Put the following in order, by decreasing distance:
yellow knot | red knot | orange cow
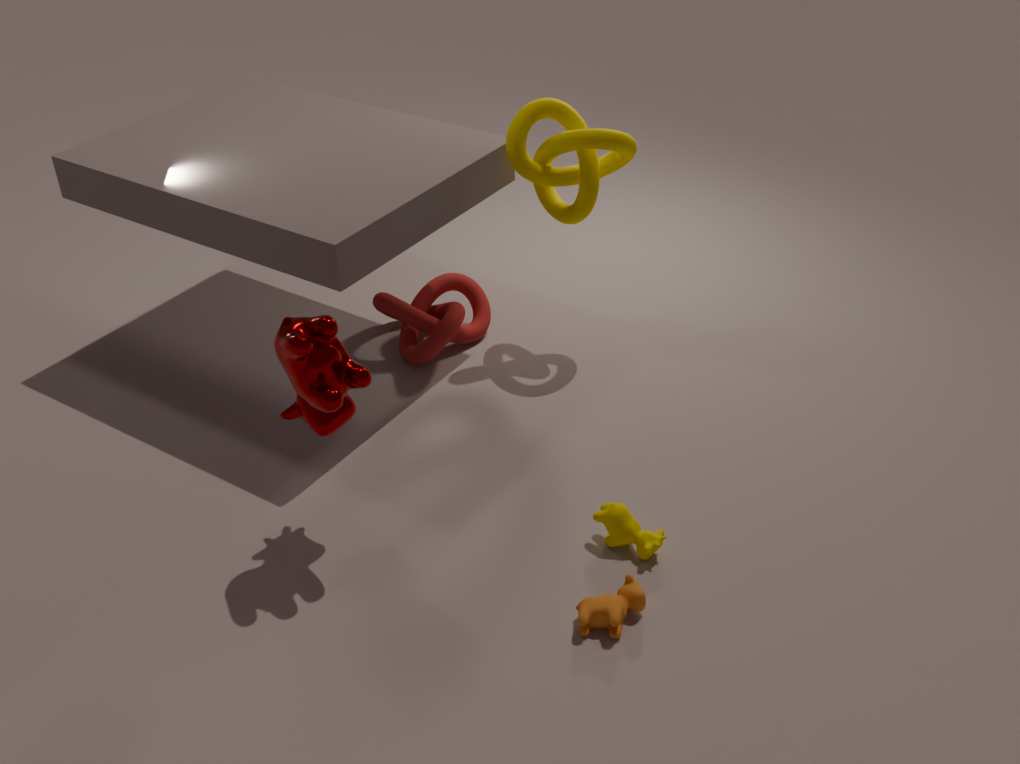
1. red knot
2. yellow knot
3. orange cow
